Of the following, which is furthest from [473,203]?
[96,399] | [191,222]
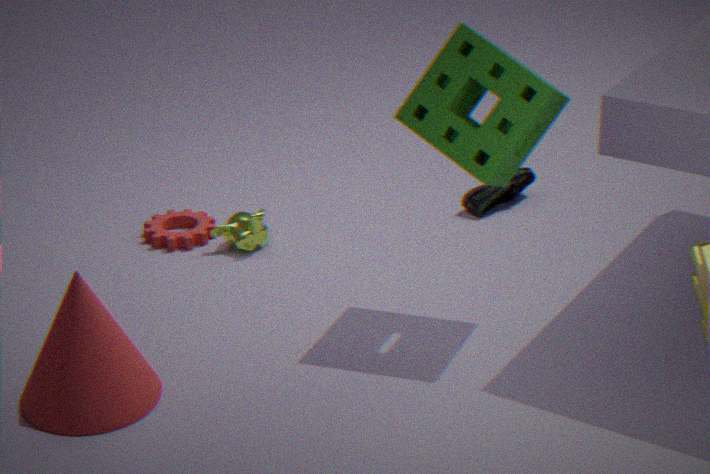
[96,399]
